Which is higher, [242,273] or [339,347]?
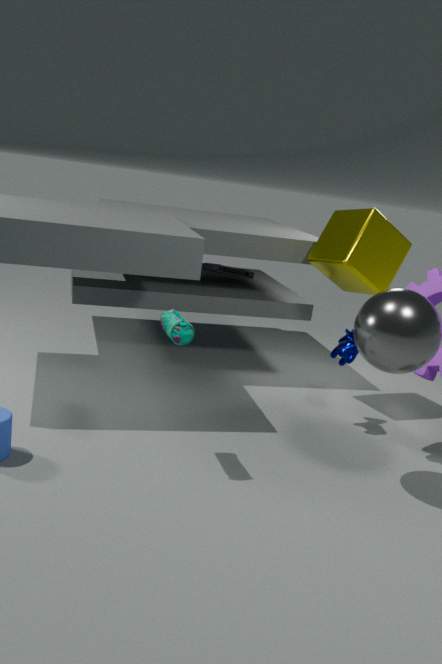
[242,273]
